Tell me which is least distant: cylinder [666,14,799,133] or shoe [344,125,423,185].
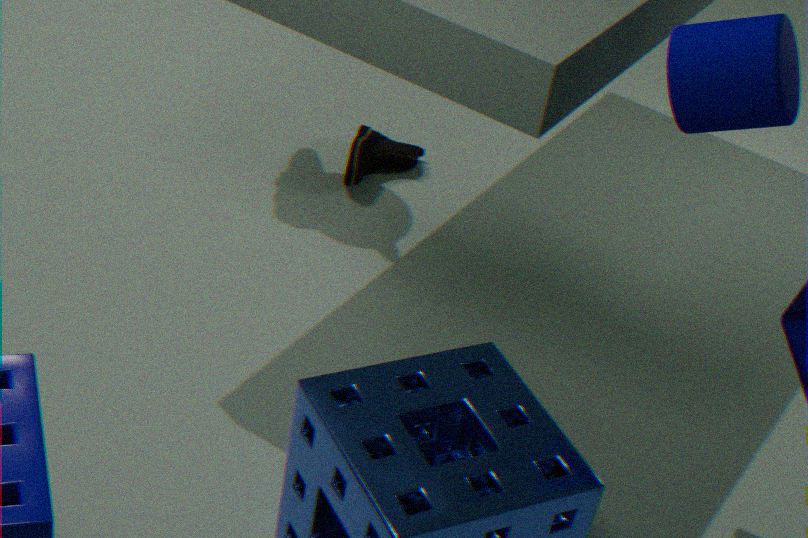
cylinder [666,14,799,133]
